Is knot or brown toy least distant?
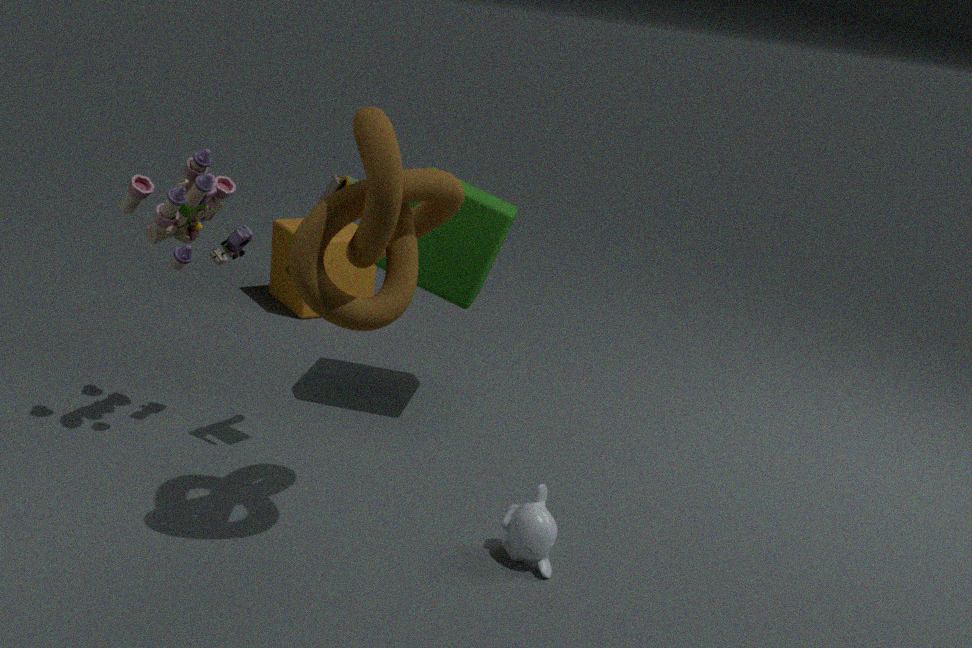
knot
